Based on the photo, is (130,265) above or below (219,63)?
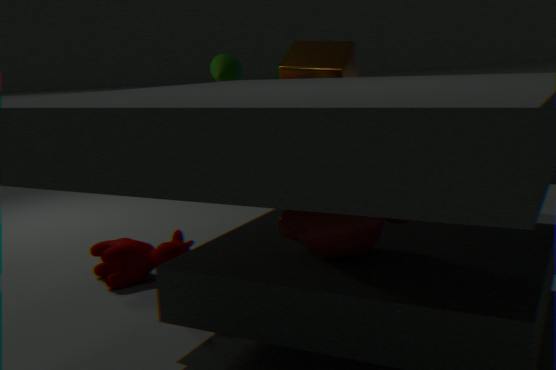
below
